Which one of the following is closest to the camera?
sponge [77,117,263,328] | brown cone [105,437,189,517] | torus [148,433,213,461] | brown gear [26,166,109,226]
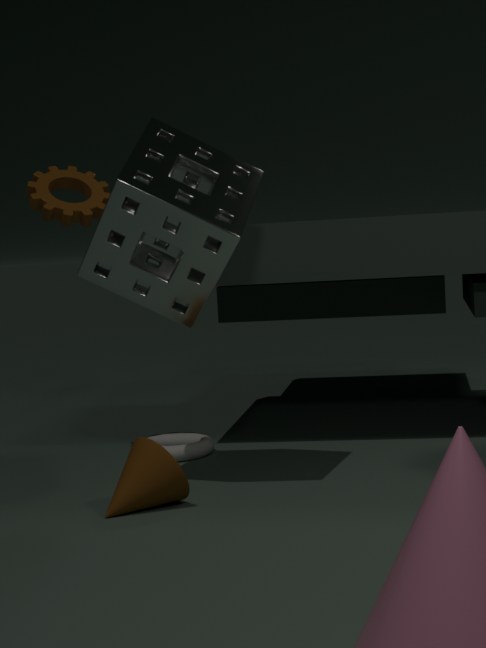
sponge [77,117,263,328]
